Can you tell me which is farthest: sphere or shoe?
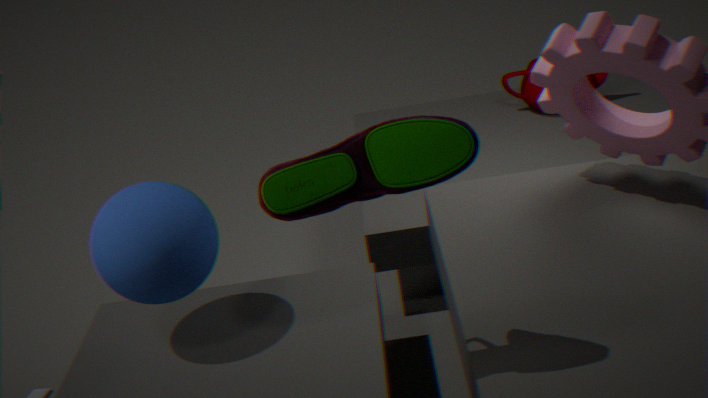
sphere
